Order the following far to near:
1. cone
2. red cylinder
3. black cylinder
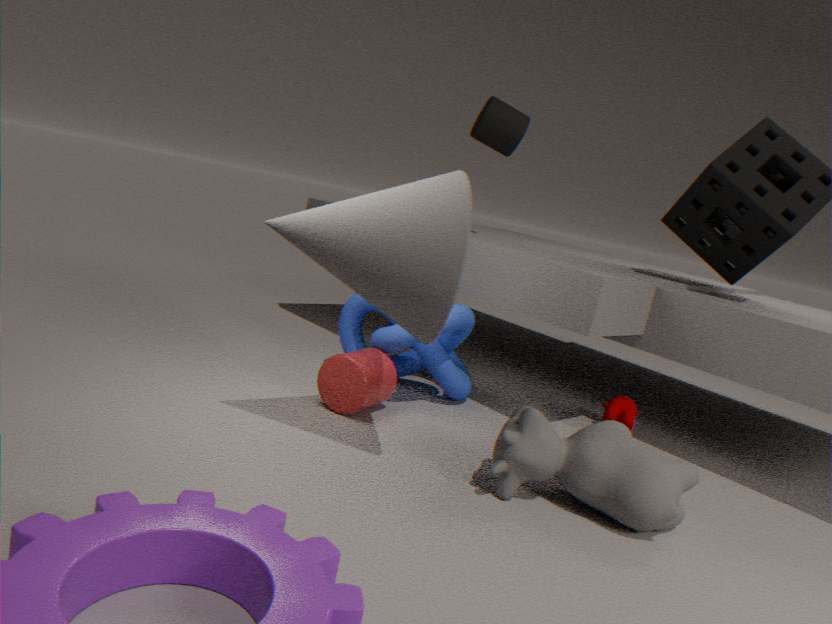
black cylinder → red cylinder → cone
